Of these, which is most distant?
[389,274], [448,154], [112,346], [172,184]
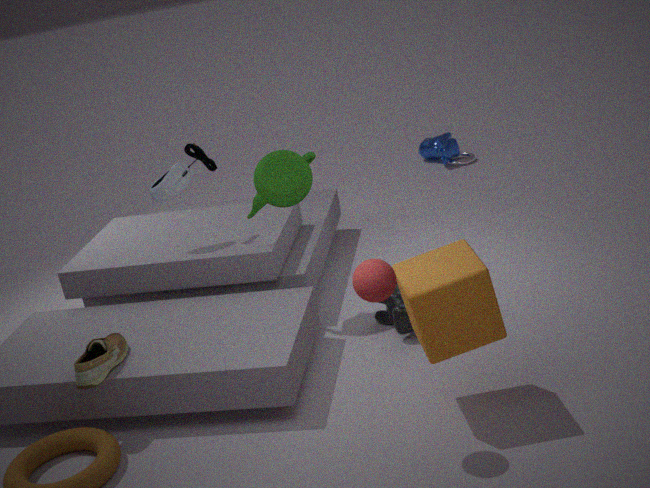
[448,154]
